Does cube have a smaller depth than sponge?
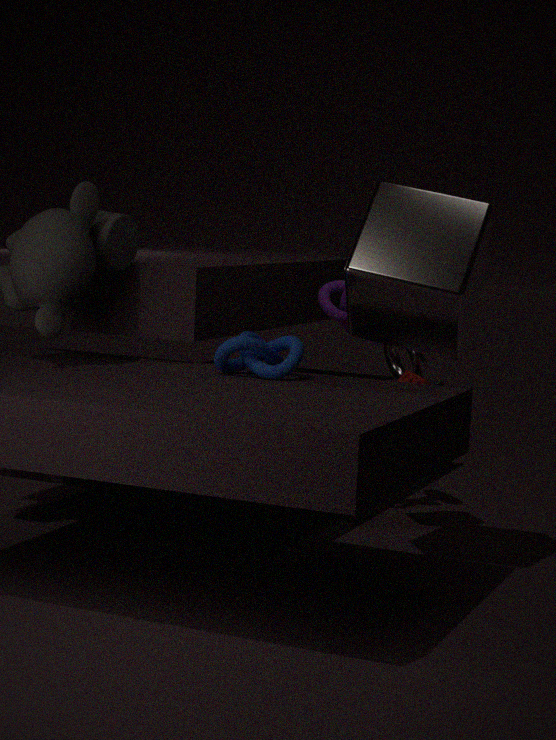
Yes
